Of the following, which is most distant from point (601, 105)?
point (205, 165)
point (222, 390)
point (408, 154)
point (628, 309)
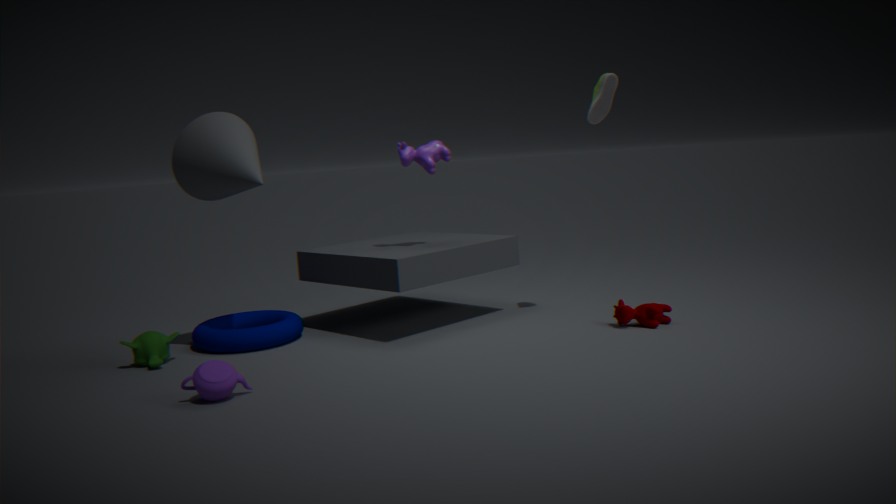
point (222, 390)
